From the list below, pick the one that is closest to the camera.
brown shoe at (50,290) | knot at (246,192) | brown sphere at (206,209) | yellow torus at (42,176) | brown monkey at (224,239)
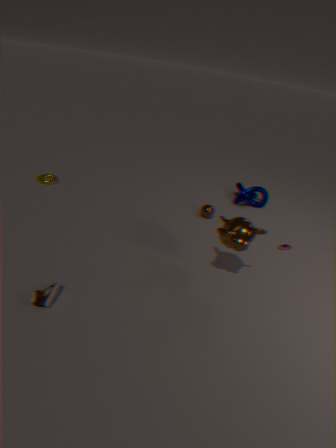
brown shoe at (50,290)
